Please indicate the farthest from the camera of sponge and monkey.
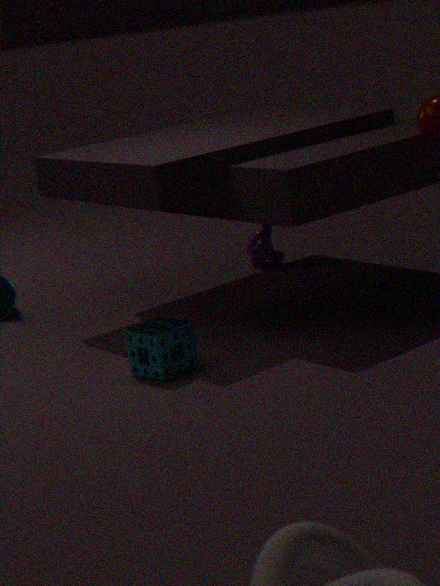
monkey
